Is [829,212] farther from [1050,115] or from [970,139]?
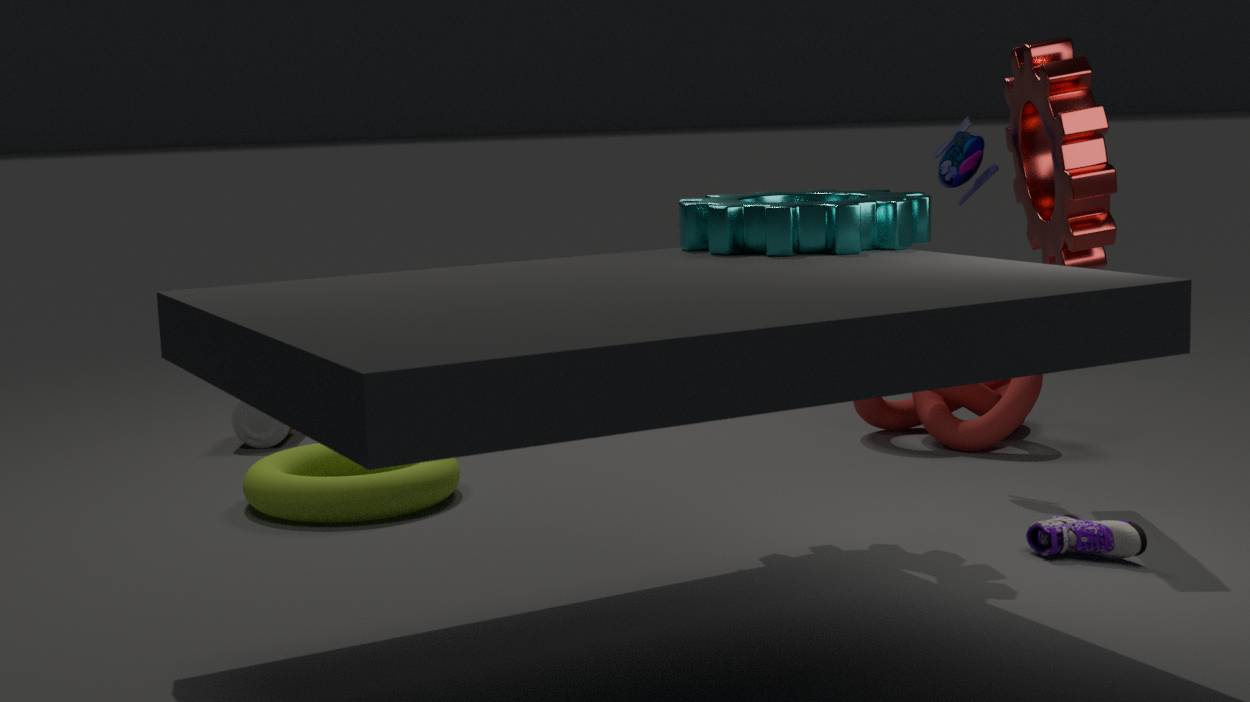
[970,139]
